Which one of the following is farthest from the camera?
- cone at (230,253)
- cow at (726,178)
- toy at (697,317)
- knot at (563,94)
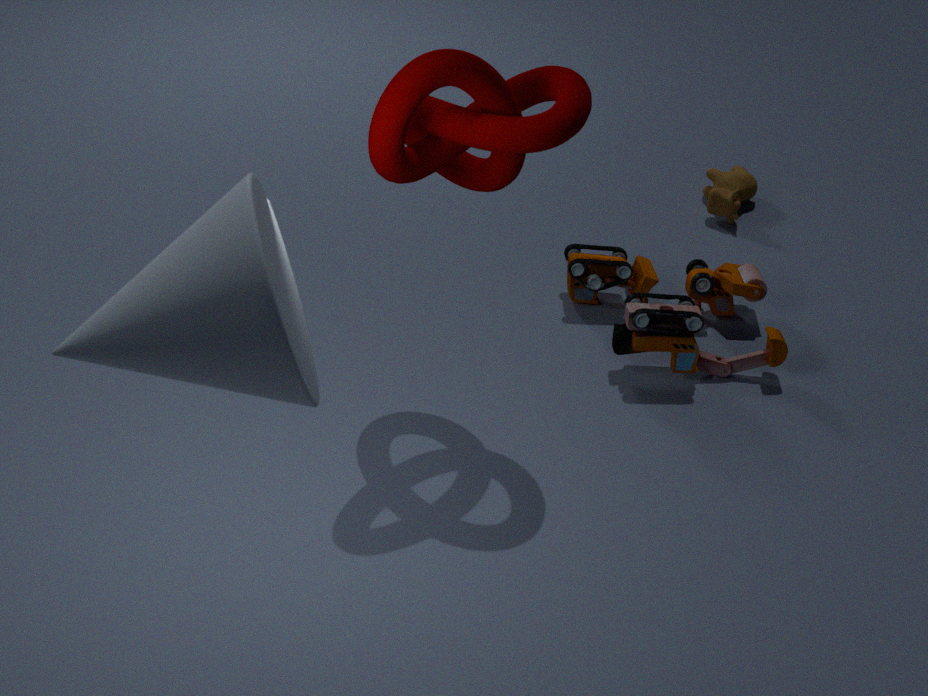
cow at (726,178)
